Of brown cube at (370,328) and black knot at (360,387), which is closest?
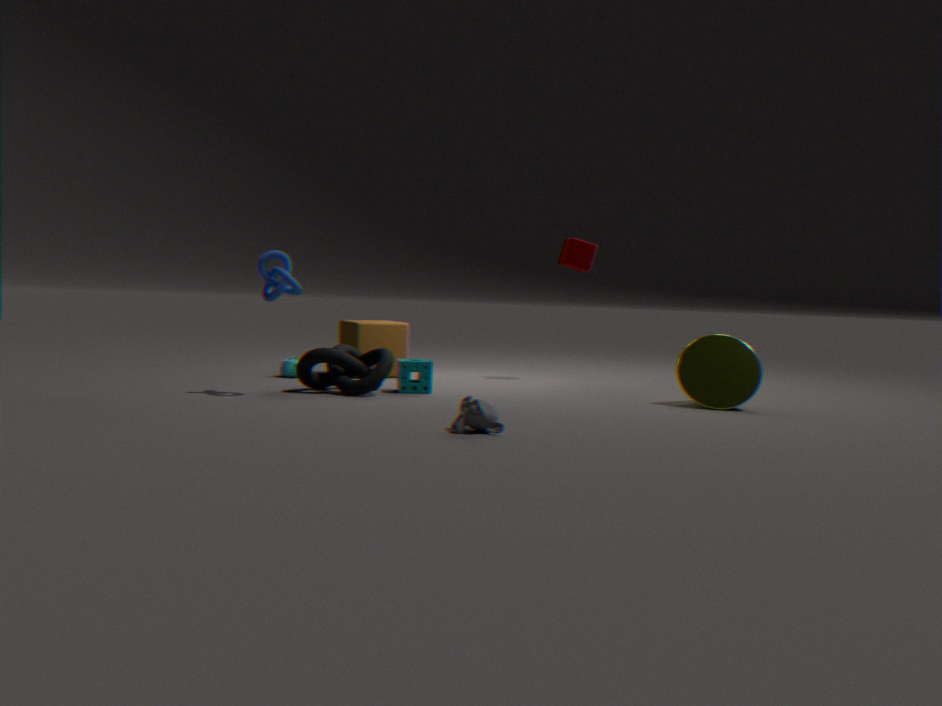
black knot at (360,387)
